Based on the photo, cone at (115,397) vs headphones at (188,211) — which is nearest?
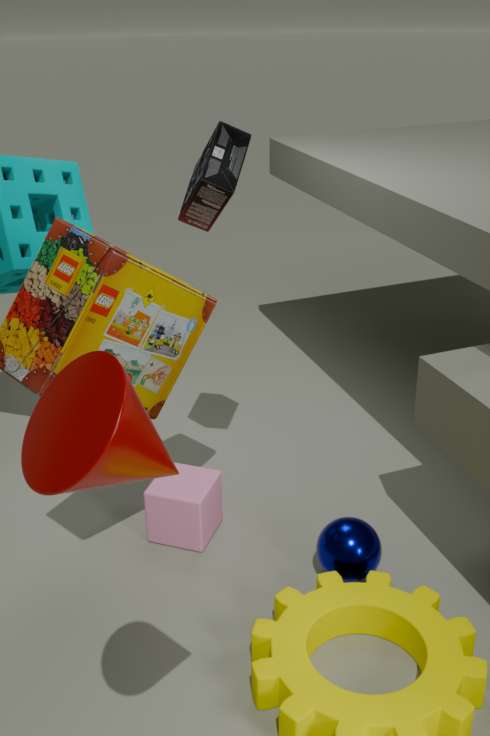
cone at (115,397)
